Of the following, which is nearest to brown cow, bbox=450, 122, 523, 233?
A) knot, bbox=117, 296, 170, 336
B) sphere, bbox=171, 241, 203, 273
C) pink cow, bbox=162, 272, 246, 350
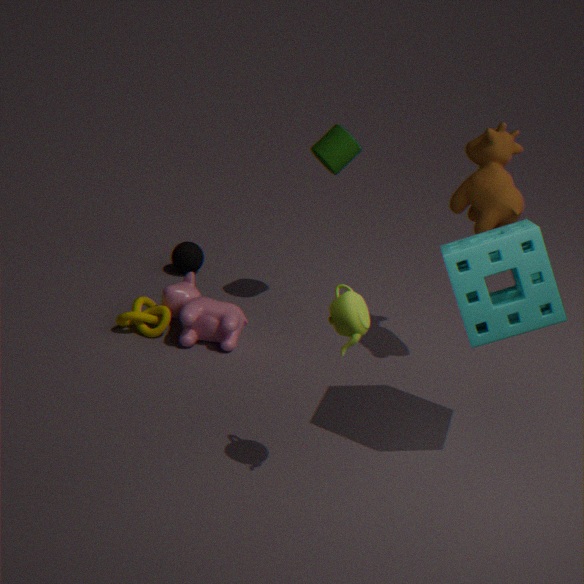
pink cow, bbox=162, 272, 246, 350
